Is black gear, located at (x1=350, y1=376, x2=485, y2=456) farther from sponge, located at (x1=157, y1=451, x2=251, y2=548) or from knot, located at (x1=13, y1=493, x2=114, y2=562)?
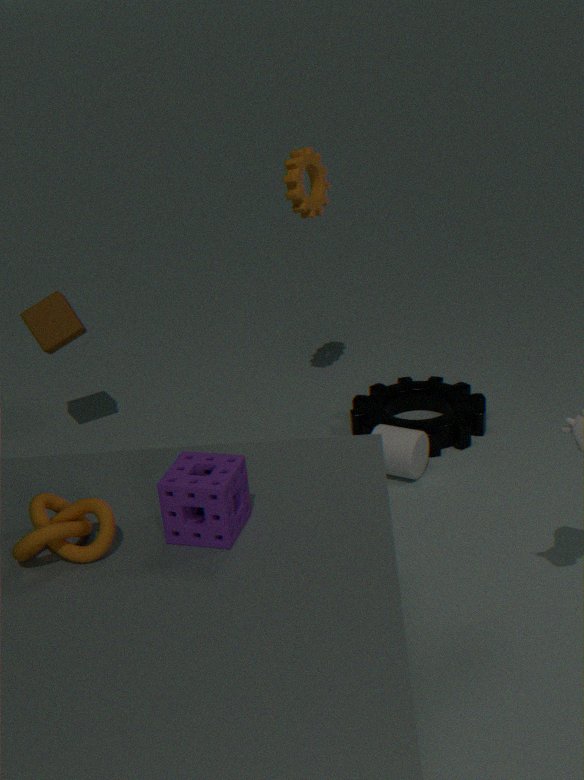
knot, located at (x1=13, y1=493, x2=114, y2=562)
